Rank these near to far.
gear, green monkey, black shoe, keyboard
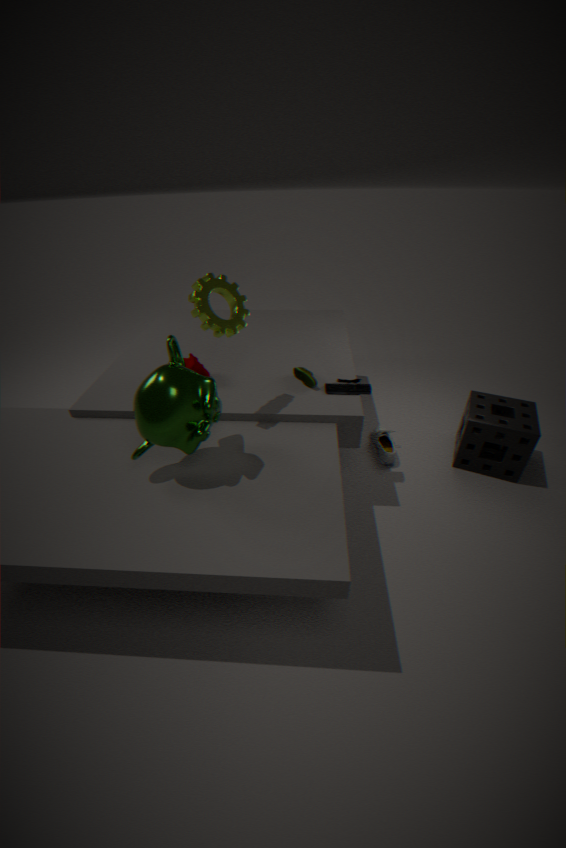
1. green monkey
2. gear
3. keyboard
4. black shoe
